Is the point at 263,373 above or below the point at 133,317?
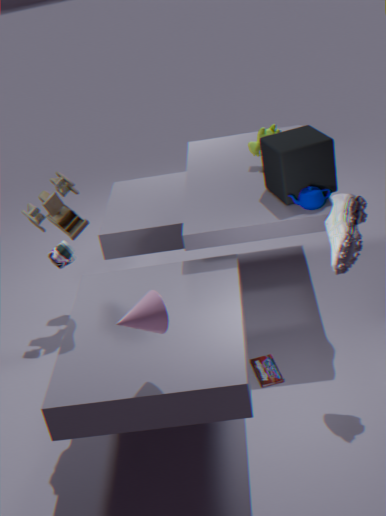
below
